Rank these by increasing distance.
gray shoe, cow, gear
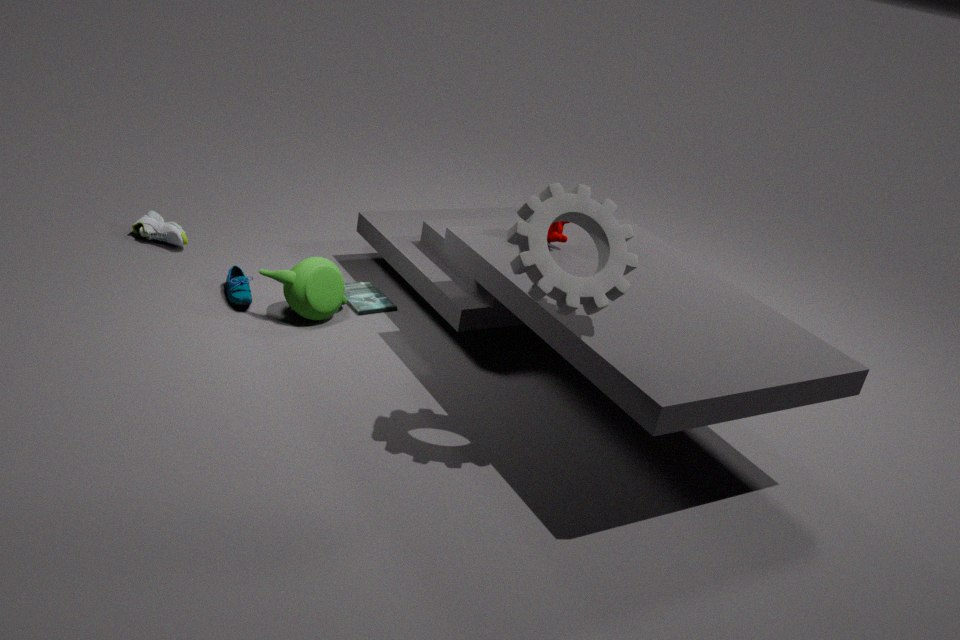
gear
cow
gray shoe
